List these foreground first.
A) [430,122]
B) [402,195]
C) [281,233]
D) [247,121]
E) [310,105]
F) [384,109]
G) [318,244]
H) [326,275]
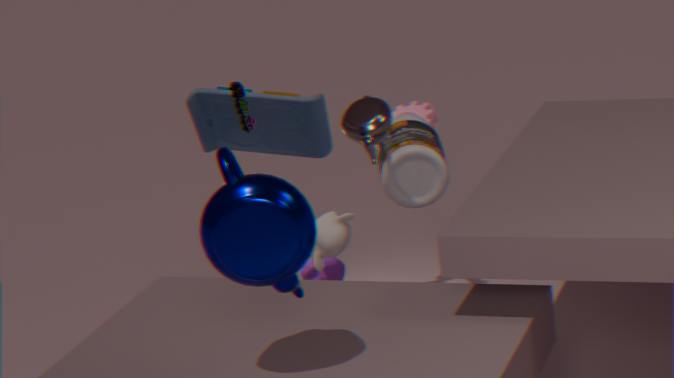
[281,233], [384,109], [247,121], [402,195], [310,105], [318,244], [326,275], [430,122]
